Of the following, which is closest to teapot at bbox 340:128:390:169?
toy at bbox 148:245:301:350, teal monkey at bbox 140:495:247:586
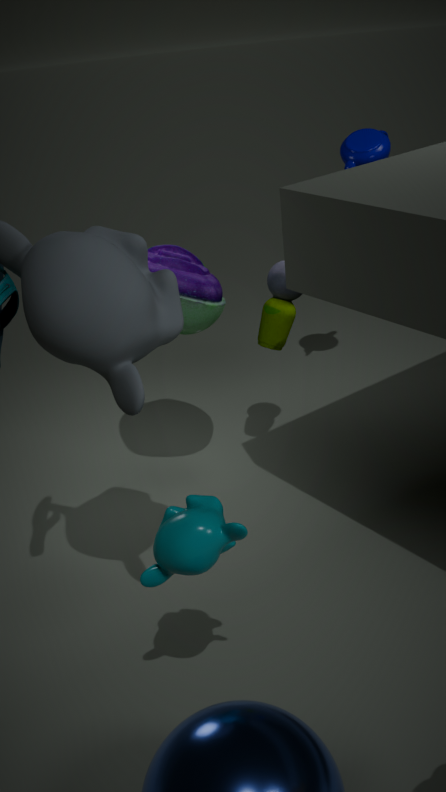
toy at bbox 148:245:301:350
